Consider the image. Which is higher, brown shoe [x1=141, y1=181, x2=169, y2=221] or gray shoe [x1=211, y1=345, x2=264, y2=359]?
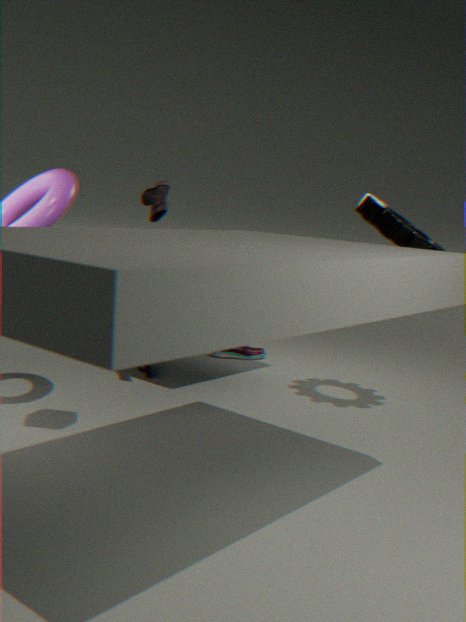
brown shoe [x1=141, y1=181, x2=169, y2=221]
